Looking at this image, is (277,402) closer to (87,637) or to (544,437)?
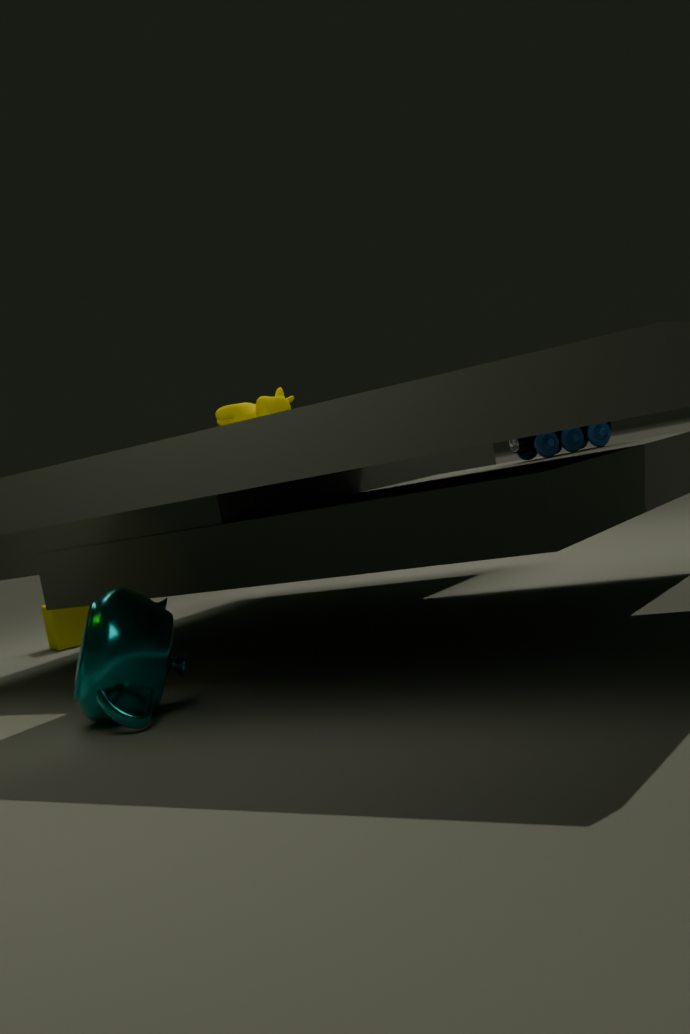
(87,637)
